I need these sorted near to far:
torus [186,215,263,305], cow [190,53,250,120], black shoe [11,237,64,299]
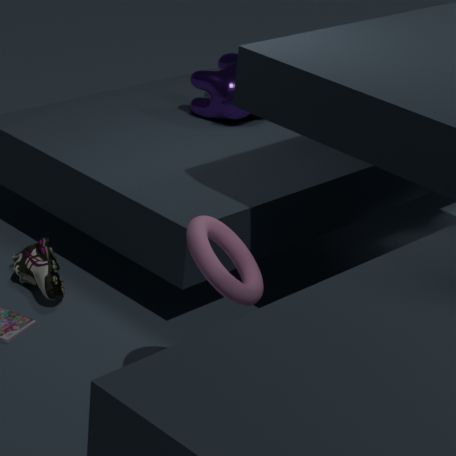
torus [186,215,263,305] < black shoe [11,237,64,299] < cow [190,53,250,120]
